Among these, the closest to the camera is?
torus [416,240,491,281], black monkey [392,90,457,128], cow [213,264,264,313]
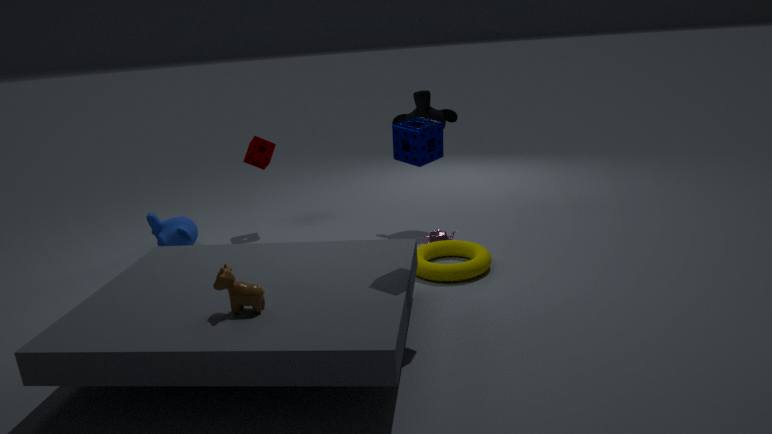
cow [213,264,264,313]
